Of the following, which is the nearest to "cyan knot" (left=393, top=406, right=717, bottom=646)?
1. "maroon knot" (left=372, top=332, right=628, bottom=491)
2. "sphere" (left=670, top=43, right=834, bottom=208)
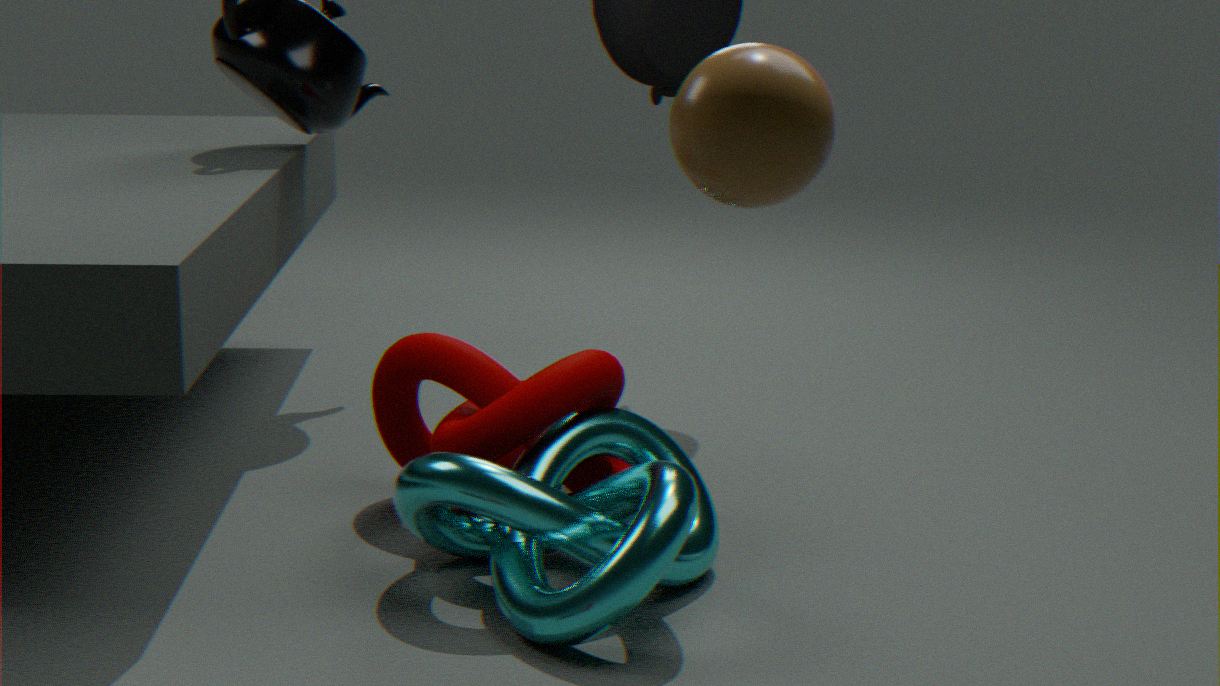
"maroon knot" (left=372, top=332, right=628, bottom=491)
